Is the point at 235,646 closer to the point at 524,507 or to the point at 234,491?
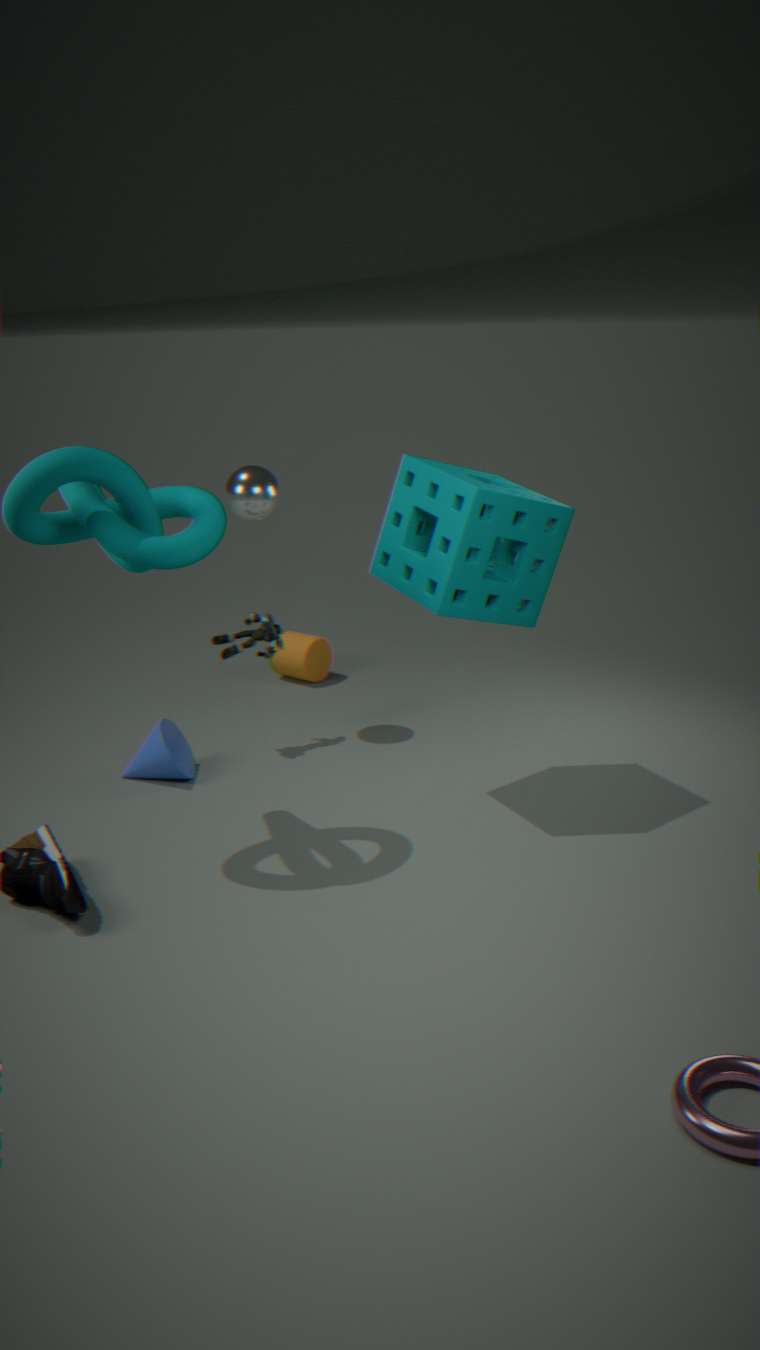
the point at 234,491
